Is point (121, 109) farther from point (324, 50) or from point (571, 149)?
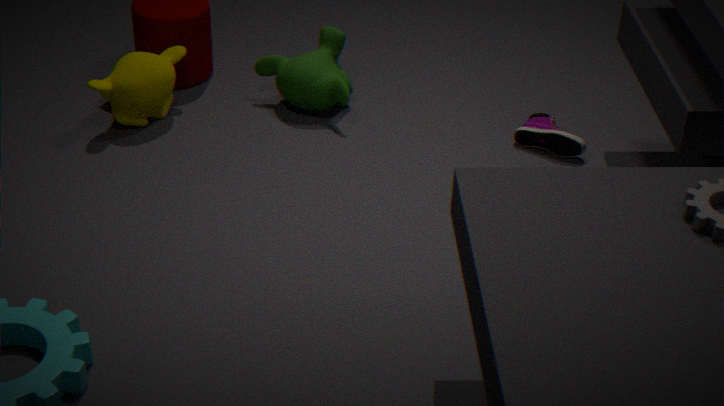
point (571, 149)
